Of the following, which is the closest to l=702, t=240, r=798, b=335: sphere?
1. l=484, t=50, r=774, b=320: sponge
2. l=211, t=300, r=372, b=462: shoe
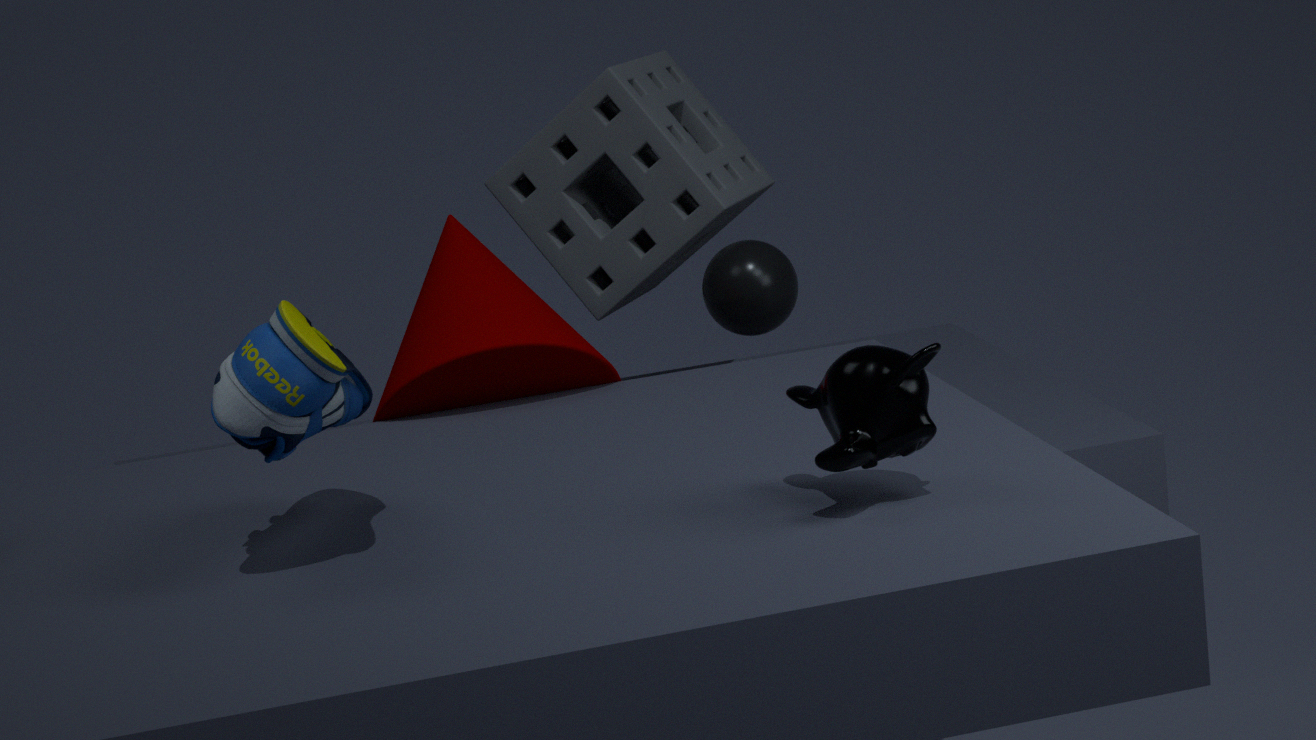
l=484, t=50, r=774, b=320: sponge
